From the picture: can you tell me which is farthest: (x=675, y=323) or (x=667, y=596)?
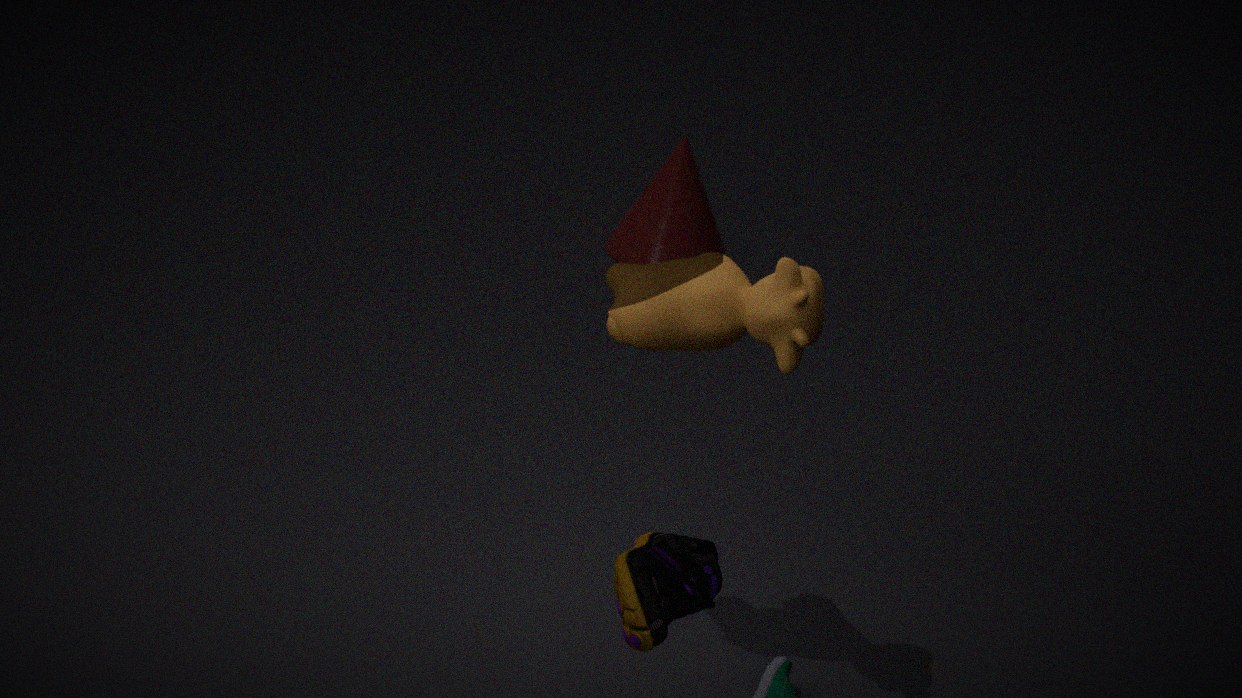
(x=675, y=323)
